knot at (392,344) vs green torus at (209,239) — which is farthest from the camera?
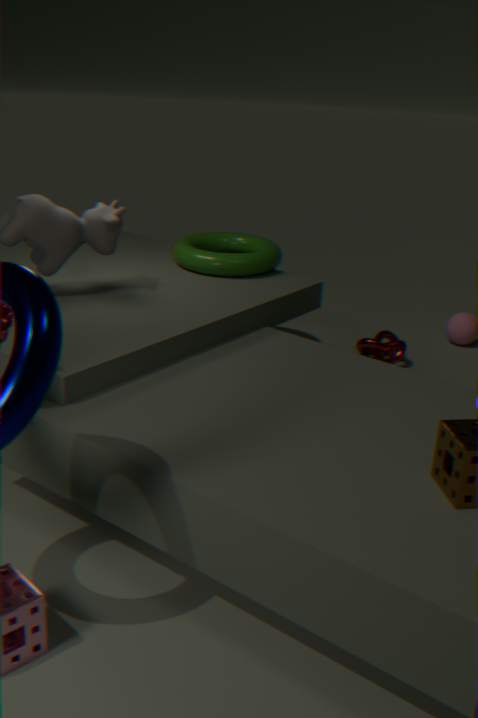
knot at (392,344)
